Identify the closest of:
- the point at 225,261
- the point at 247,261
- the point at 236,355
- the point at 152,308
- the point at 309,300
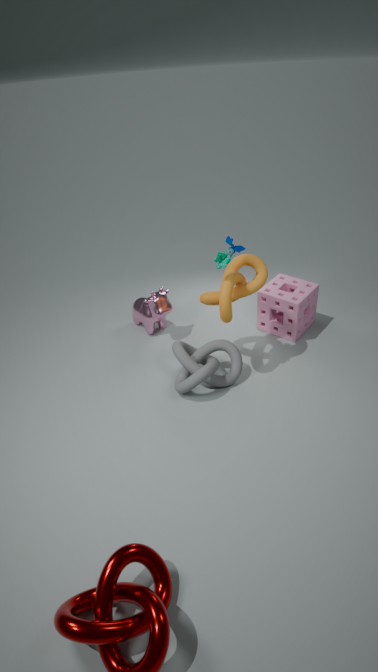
the point at 225,261
